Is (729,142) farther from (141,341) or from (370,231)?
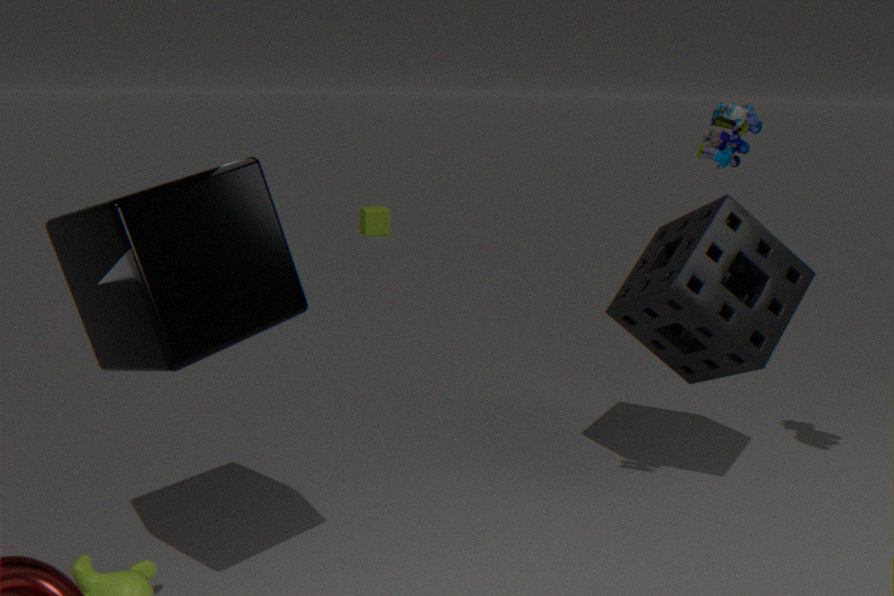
(370,231)
